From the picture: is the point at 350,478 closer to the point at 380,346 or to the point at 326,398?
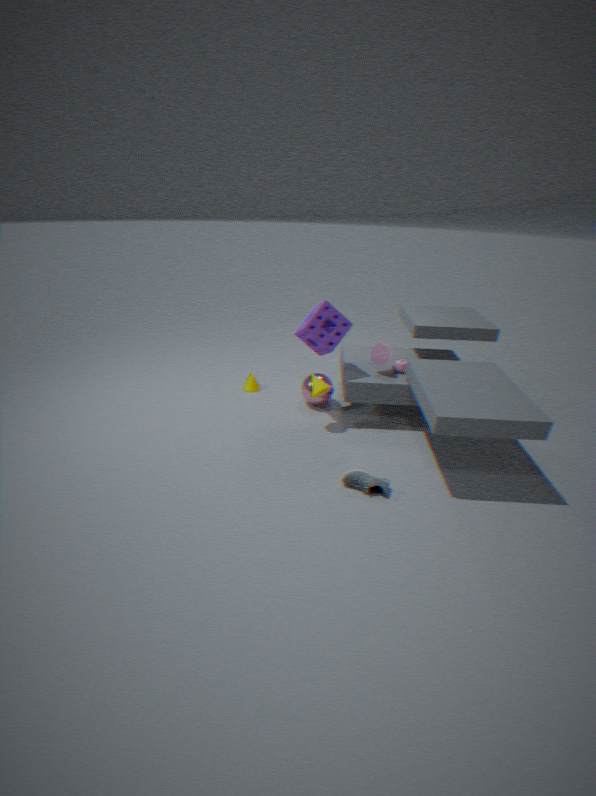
the point at 380,346
